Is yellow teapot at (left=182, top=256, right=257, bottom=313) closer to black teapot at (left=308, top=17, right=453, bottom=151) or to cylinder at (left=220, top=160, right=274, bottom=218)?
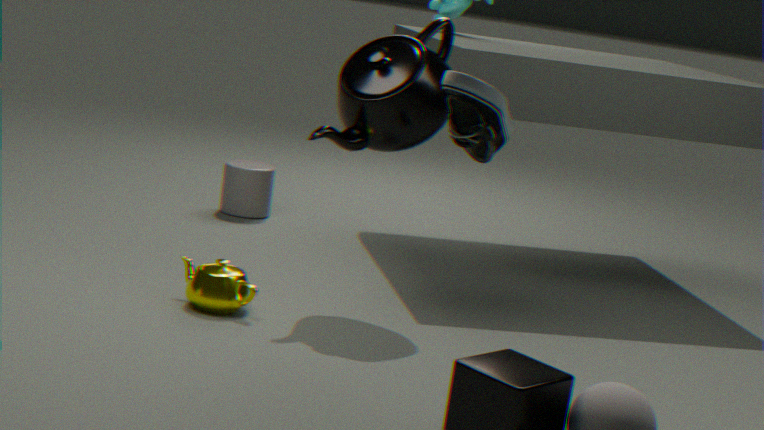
black teapot at (left=308, top=17, right=453, bottom=151)
